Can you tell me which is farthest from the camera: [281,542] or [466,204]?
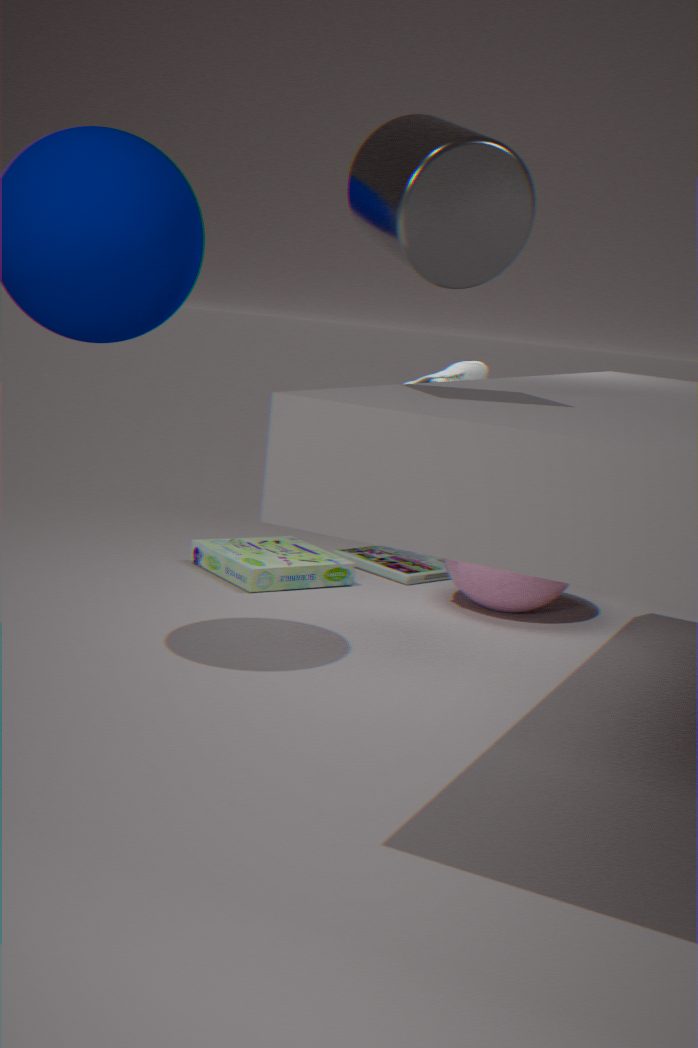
[281,542]
